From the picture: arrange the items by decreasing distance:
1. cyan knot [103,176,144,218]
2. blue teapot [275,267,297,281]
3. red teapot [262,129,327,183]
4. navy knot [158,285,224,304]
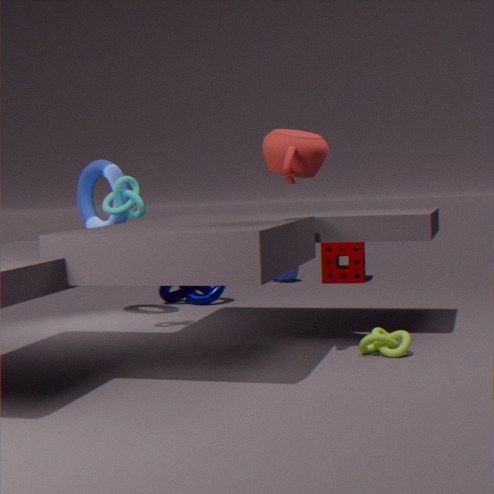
blue teapot [275,267,297,281]
navy knot [158,285,224,304]
cyan knot [103,176,144,218]
red teapot [262,129,327,183]
